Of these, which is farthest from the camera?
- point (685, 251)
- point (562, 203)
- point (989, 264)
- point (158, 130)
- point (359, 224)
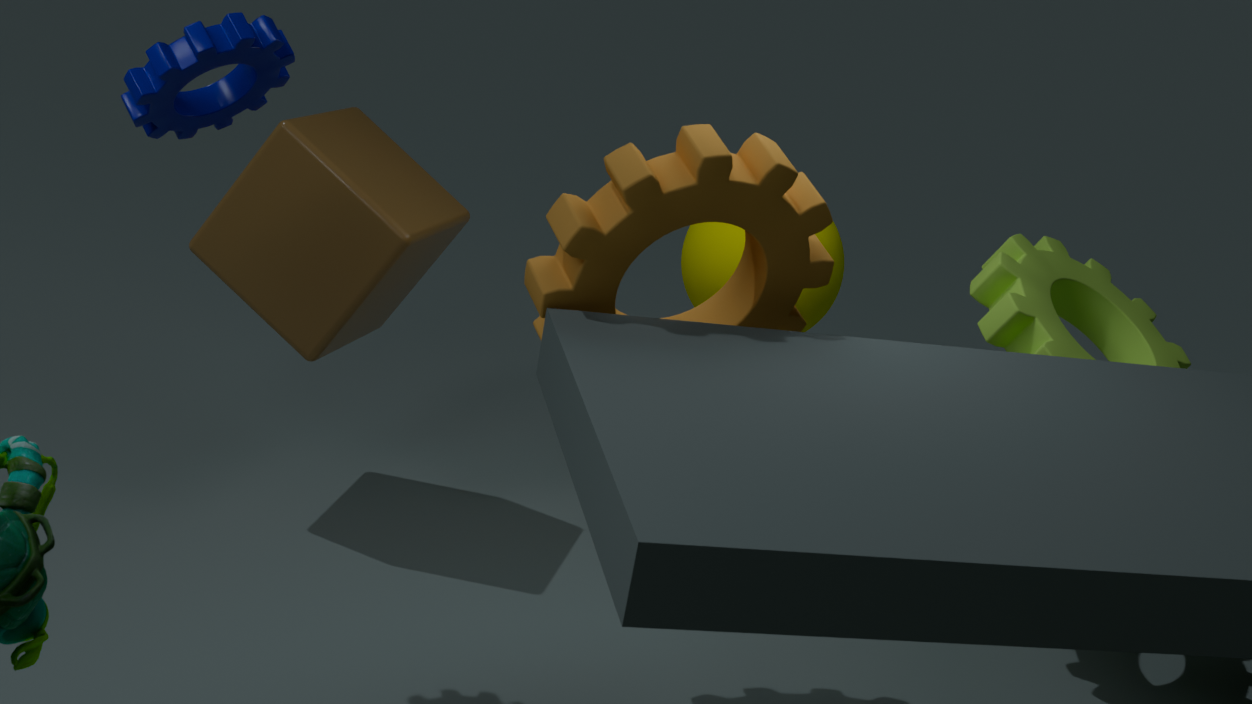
point (685, 251)
